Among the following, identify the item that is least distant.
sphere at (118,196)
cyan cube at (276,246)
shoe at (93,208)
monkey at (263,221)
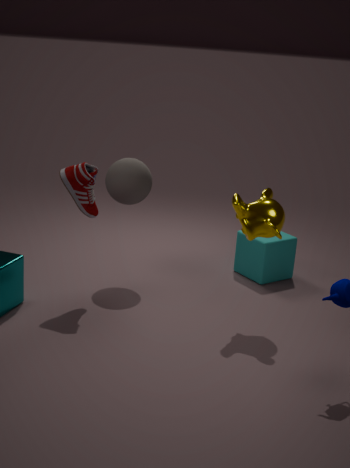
monkey at (263,221)
